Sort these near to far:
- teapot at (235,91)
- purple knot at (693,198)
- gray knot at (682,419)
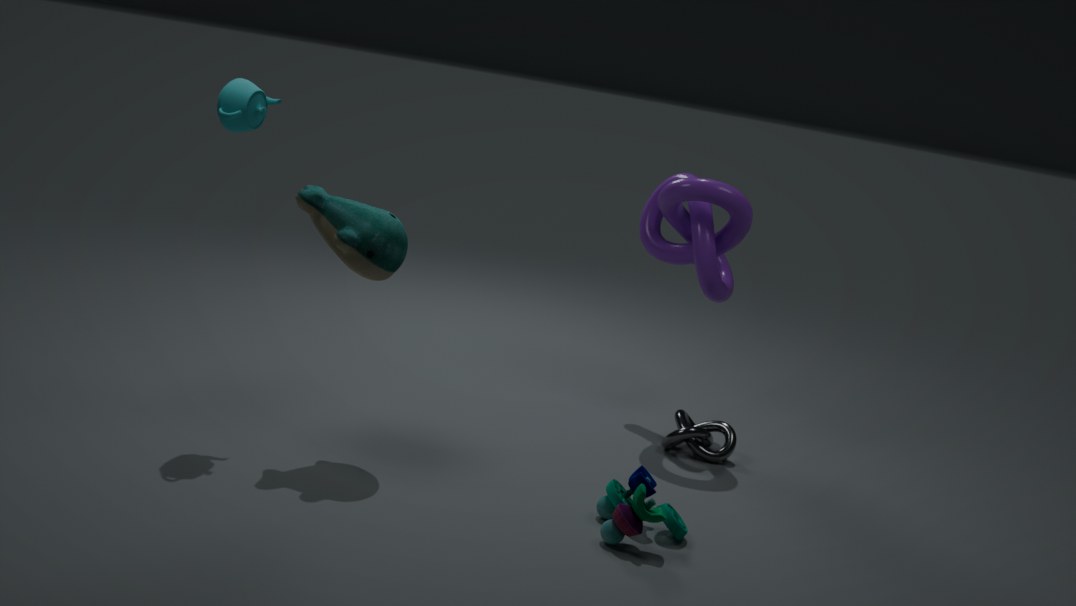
teapot at (235,91), purple knot at (693,198), gray knot at (682,419)
